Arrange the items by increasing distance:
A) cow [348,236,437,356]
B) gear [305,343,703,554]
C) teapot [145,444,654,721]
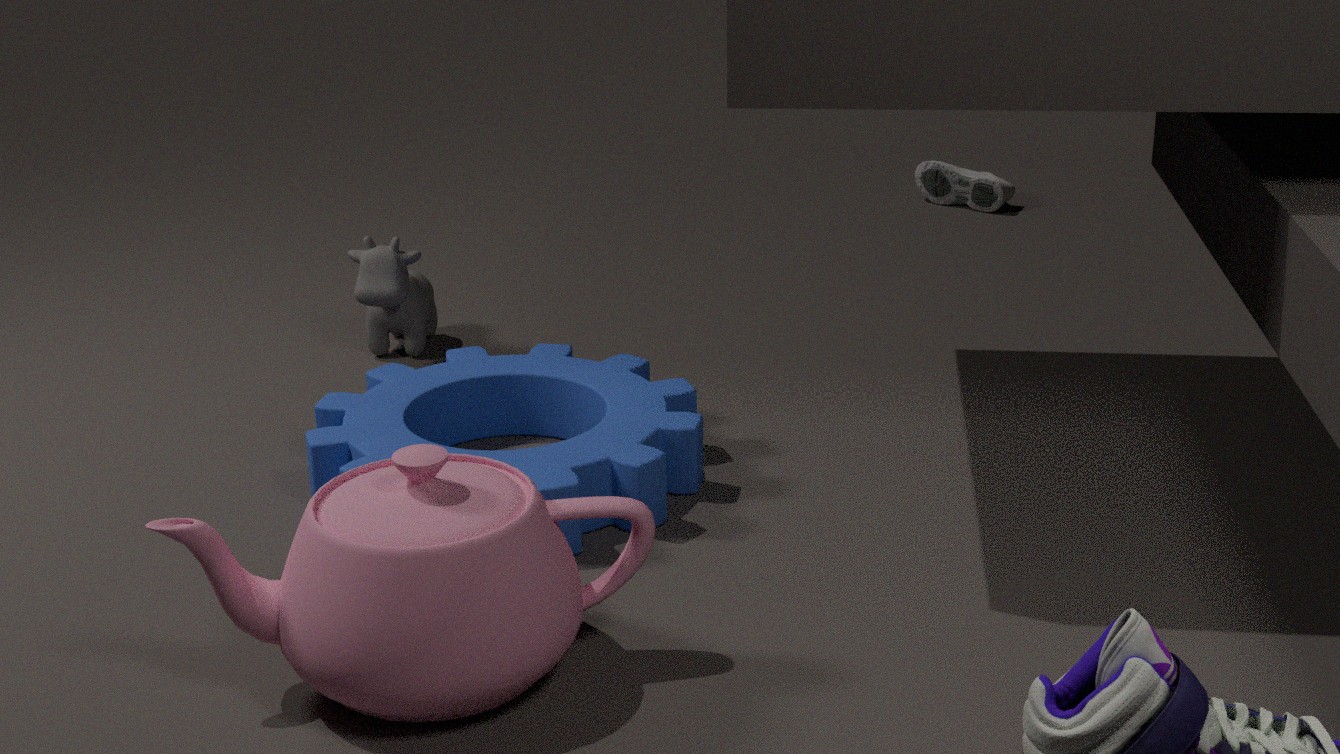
teapot [145,444,654,721] < gear [305,343,703,554] < cow [348,236,437,356]
